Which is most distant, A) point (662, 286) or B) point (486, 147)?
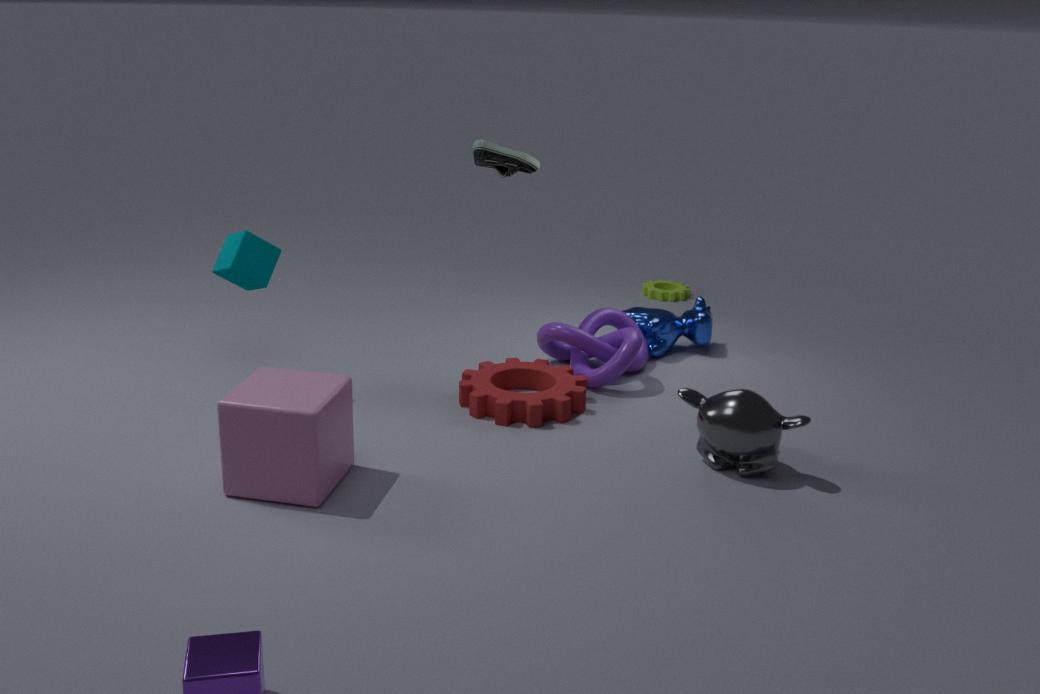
A. point (662, 286)
